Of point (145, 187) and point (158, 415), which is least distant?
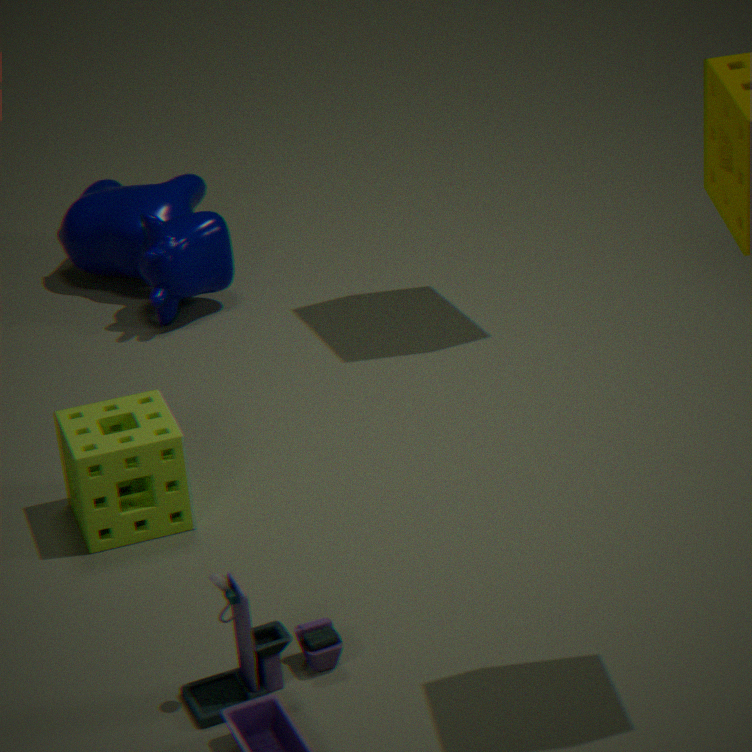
point (158, 415)
